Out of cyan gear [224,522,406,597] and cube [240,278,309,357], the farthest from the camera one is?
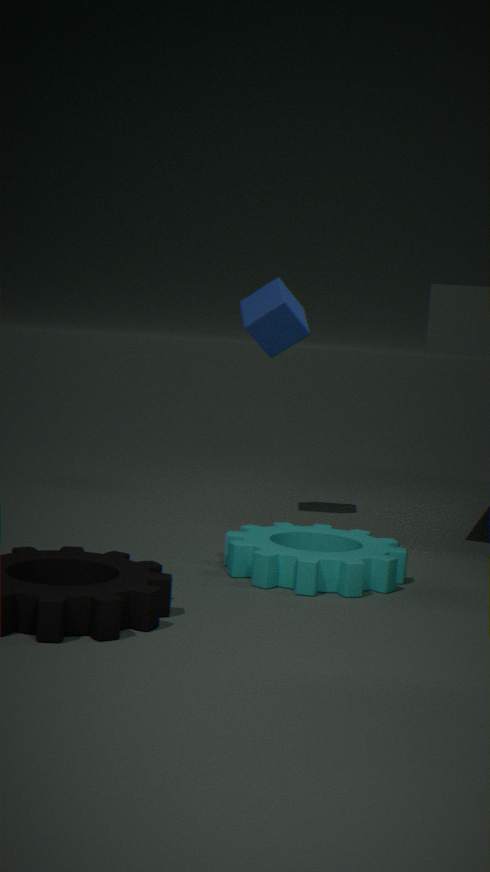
cube [240,278,309,357]
